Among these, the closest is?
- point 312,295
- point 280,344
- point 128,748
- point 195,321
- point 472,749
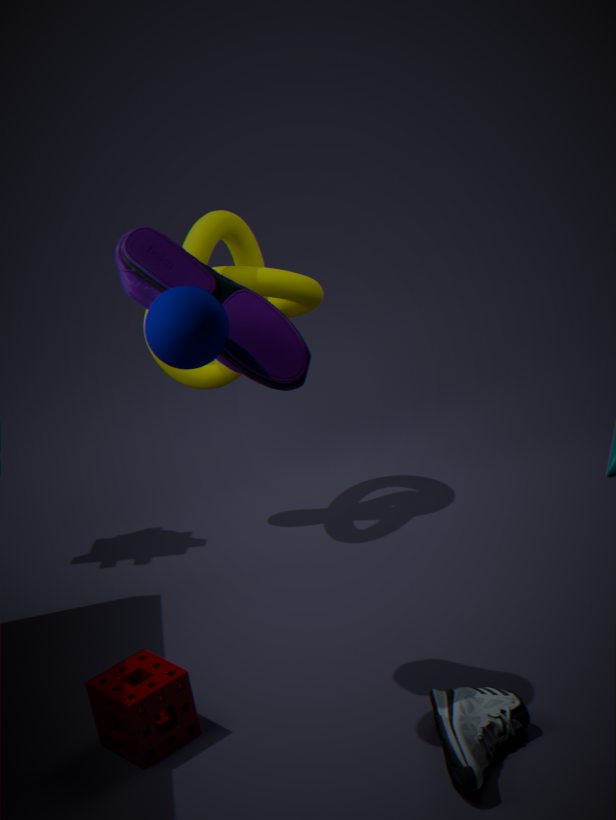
point 195,321
